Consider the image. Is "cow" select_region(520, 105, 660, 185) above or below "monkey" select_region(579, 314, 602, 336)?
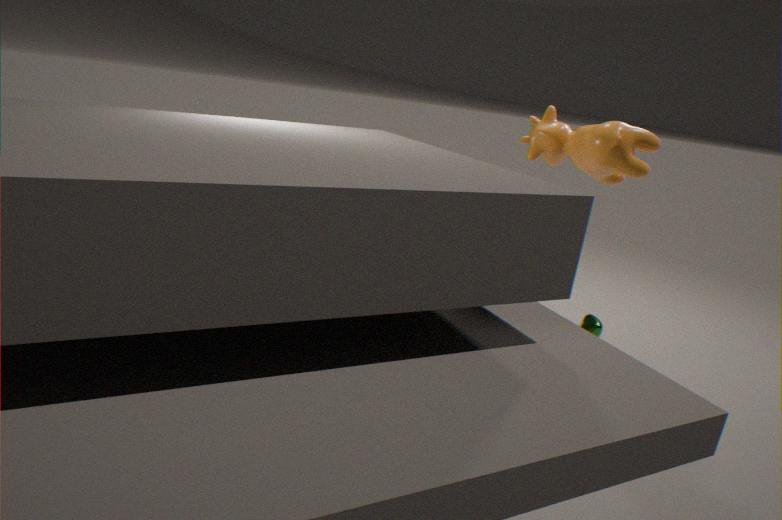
above
